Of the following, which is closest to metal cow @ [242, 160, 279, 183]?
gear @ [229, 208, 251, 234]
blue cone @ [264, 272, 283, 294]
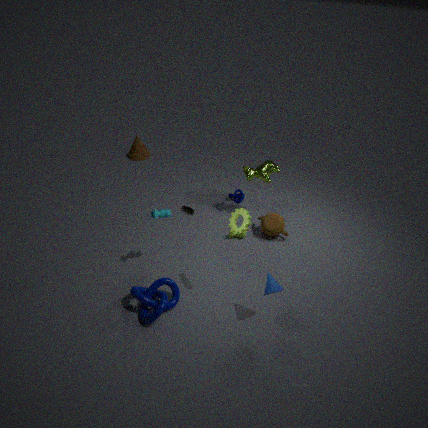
gear @ [229, 208, 251, 234]
